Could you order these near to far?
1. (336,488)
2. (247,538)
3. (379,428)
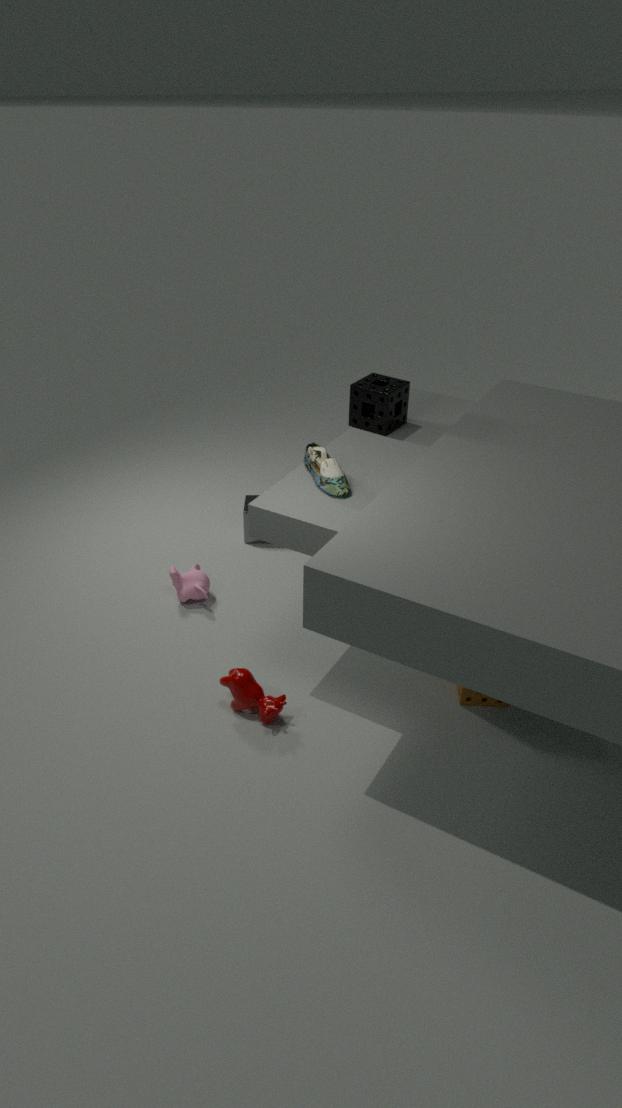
1. (336,488)
2. (379,428)
3. (247,538)
